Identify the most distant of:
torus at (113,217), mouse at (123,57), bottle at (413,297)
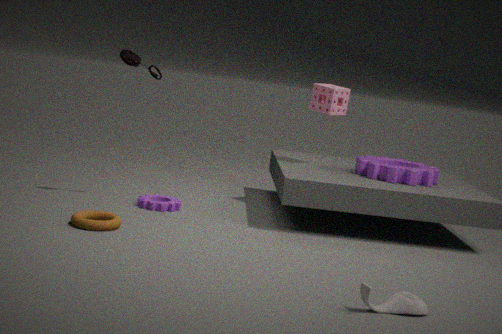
mouse at (123,57)
